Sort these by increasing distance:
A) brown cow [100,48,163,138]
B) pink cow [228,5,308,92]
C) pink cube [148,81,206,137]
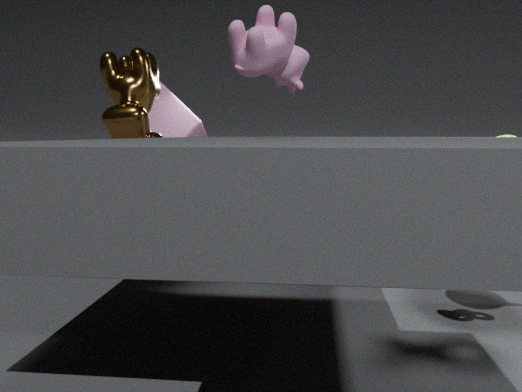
pink cow [228,5,308,92]
brown cow [100,48,163,138]
pink cube [148,81,206,137]
